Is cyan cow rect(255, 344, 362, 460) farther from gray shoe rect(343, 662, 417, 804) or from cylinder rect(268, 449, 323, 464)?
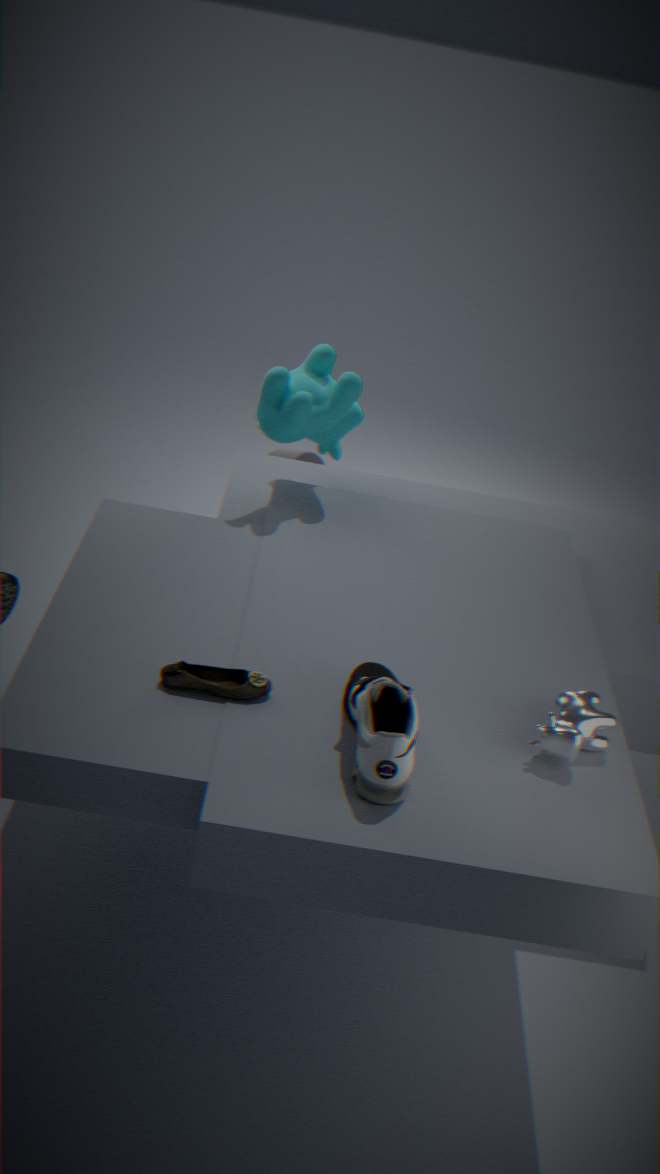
gray shoe rect(343, 662, 417, 804)
